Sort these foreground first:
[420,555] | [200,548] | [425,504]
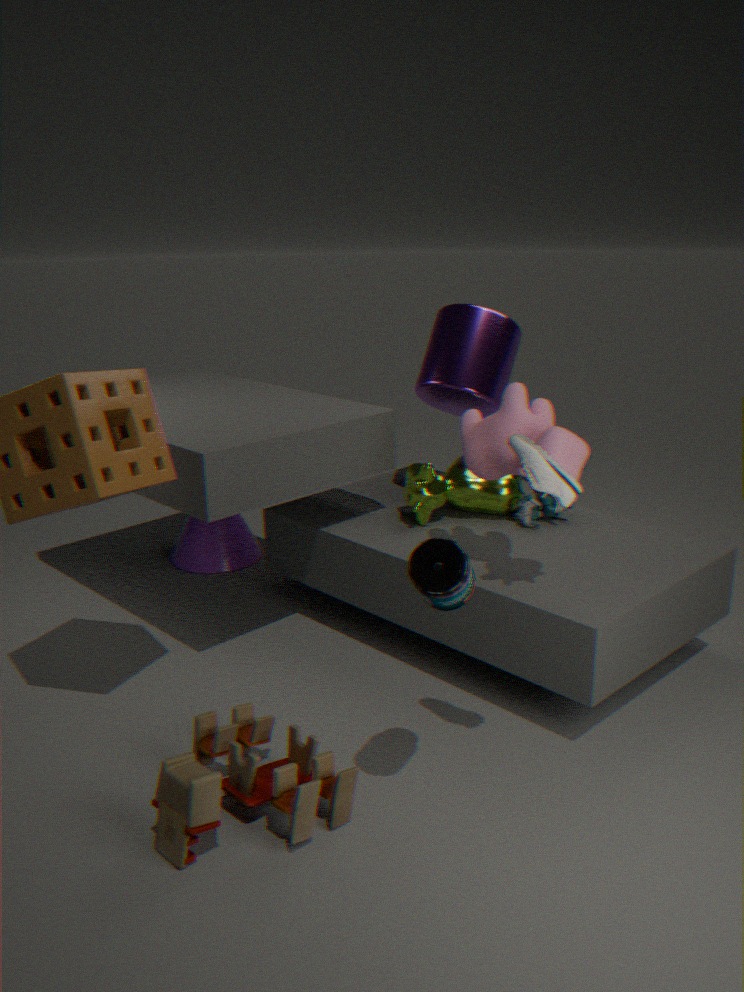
[420,555] < [425,504] < [200,548]
